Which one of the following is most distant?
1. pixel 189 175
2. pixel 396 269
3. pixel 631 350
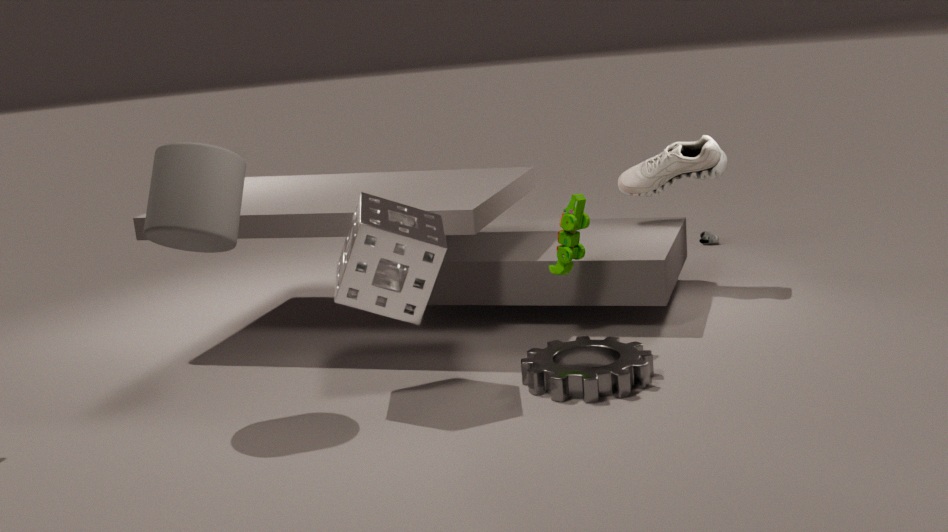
pixel 396 269
